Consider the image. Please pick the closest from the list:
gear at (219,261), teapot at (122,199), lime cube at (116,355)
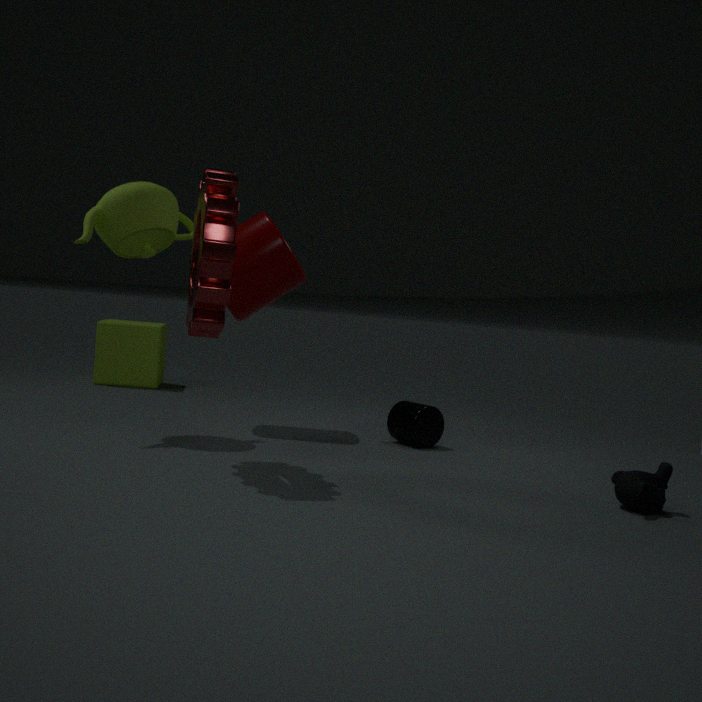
gear at (219,261)
